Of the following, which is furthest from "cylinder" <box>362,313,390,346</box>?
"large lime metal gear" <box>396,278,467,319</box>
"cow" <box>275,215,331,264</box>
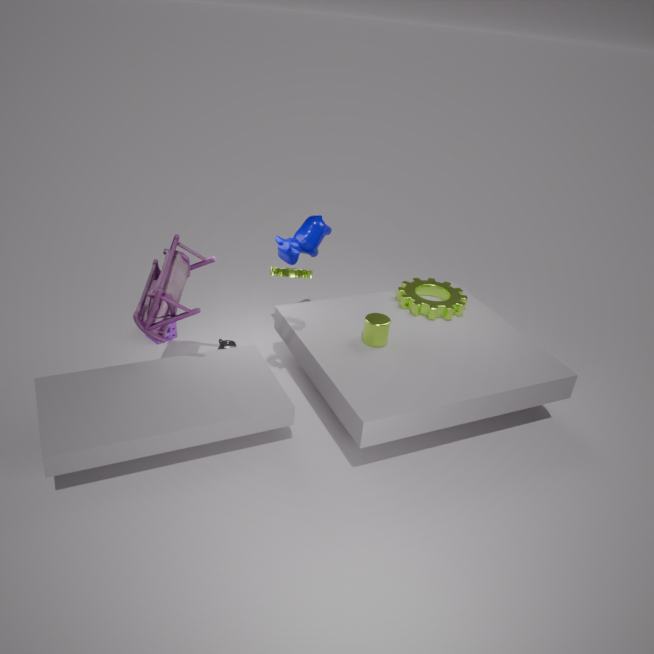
"cow" <box>275,215,331,264</box>
